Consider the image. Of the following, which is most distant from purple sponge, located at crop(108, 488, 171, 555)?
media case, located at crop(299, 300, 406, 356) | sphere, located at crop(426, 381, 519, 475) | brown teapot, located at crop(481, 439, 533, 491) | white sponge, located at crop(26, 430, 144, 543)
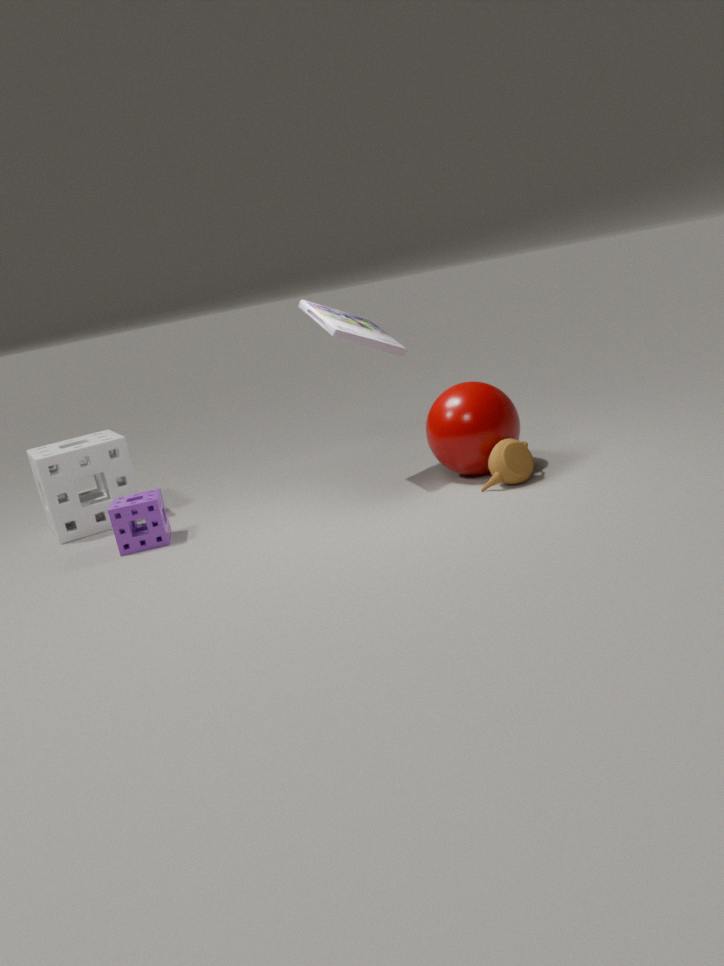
brown teapot, located at crop(481, 439, 533, 491)
